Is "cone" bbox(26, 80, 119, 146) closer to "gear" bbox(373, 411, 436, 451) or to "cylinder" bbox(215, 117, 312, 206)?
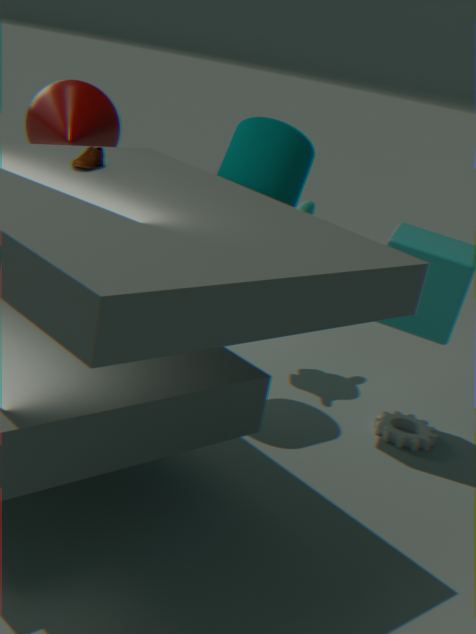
"cylinder" bbox(215, 117, 312, 206)
